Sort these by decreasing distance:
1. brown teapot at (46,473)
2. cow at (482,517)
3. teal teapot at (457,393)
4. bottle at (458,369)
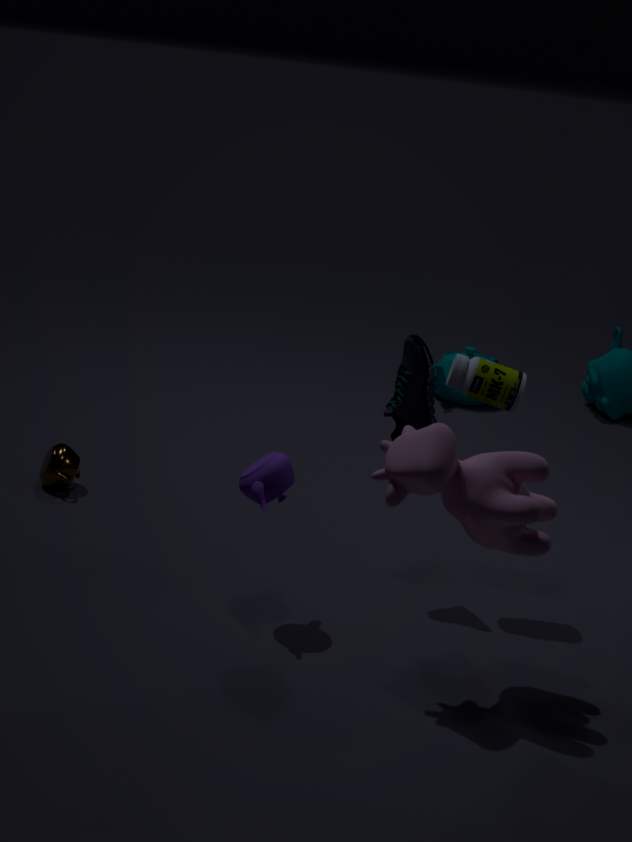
teal teapot at (457,393) < brown teapot at (46,473) < bottle at (458,369) < cow at (482,517)
